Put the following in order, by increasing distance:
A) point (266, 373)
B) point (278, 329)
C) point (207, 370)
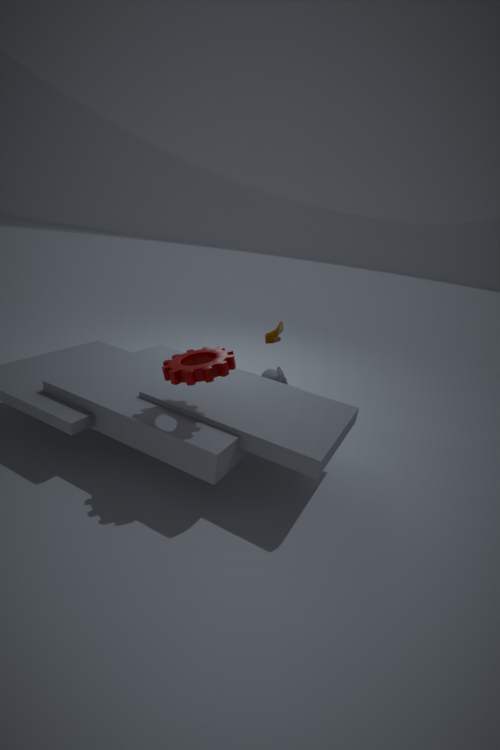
point (207, 370) → point (278, 329) → point (266, 373)
